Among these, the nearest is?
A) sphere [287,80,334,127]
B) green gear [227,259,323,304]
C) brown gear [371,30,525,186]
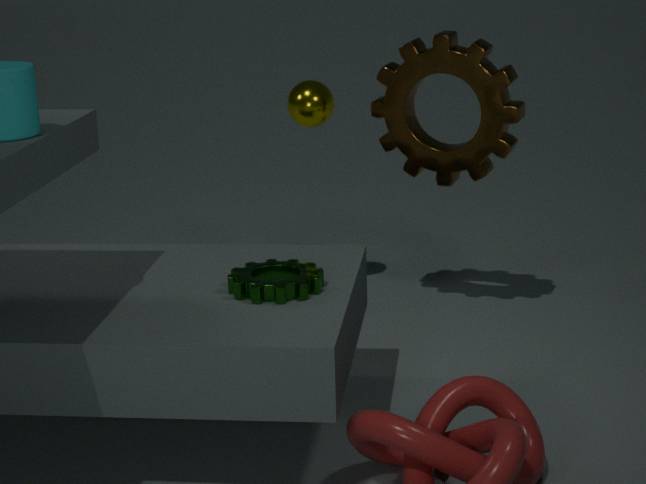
green gear [227,259,323,304]
